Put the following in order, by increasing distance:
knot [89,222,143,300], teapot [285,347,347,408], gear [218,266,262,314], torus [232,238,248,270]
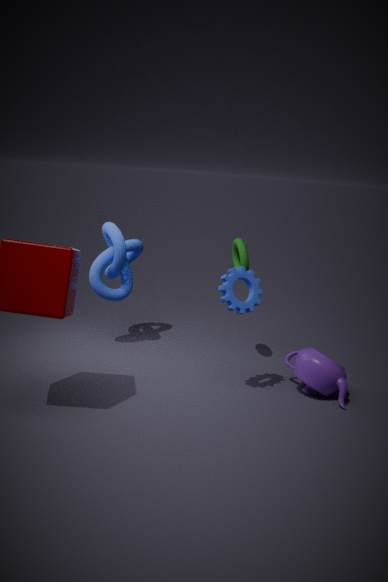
gear [218,266,262,314], teapot [285,347,347,408], torus [232,238,248,270], knot [89,222,143,300]
